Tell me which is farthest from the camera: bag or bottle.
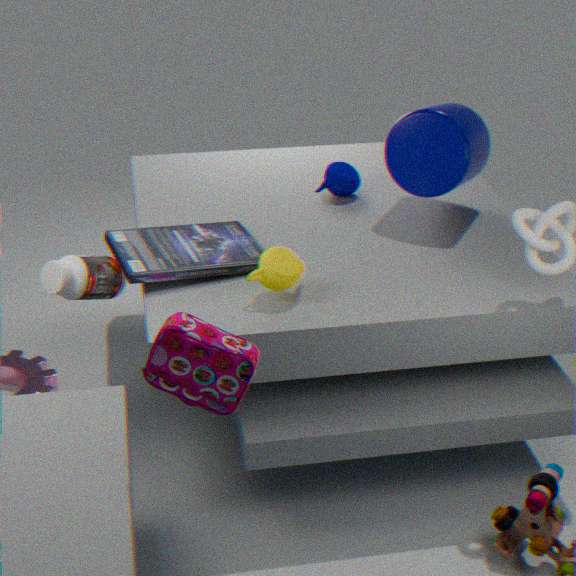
bottle
